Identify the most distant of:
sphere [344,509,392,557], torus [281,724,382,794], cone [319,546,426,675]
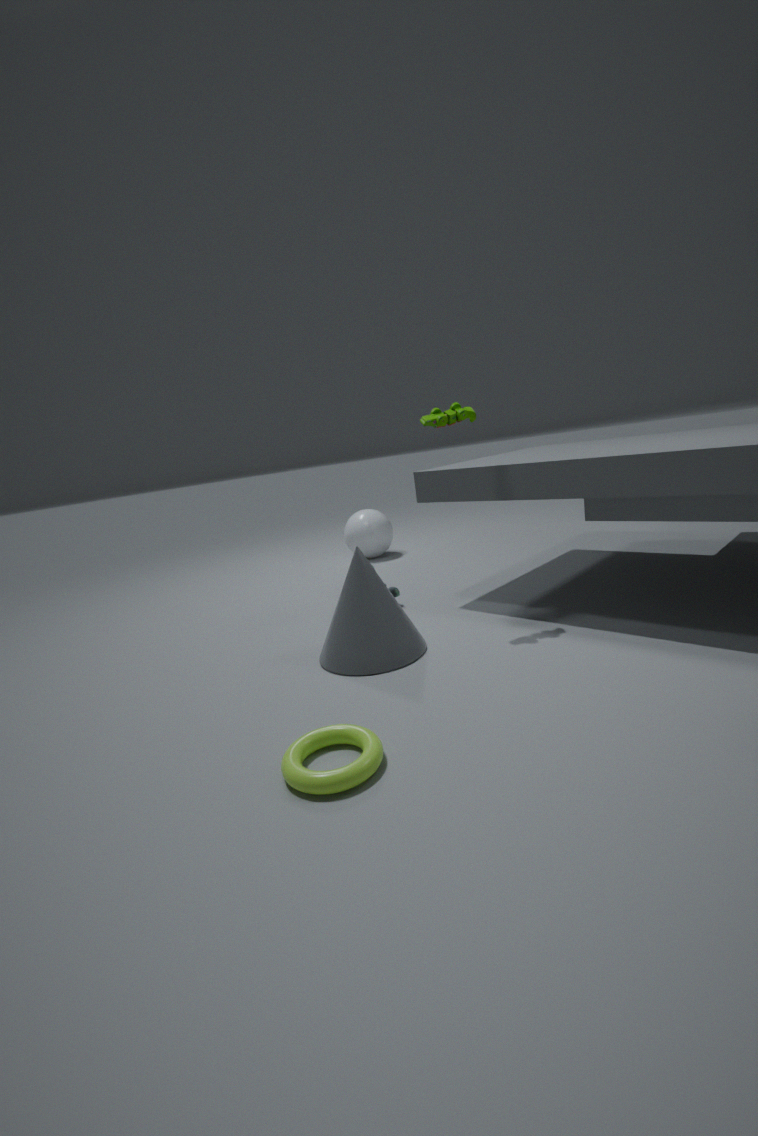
sphere [344,509,392,557]
